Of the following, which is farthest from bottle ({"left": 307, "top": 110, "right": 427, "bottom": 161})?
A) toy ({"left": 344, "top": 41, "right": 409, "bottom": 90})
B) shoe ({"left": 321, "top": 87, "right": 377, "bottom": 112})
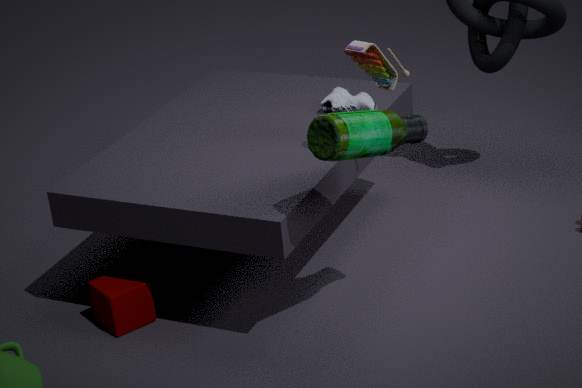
shoe ({"left": 321, "top": 87, "right": 377, "bottom": 112})
